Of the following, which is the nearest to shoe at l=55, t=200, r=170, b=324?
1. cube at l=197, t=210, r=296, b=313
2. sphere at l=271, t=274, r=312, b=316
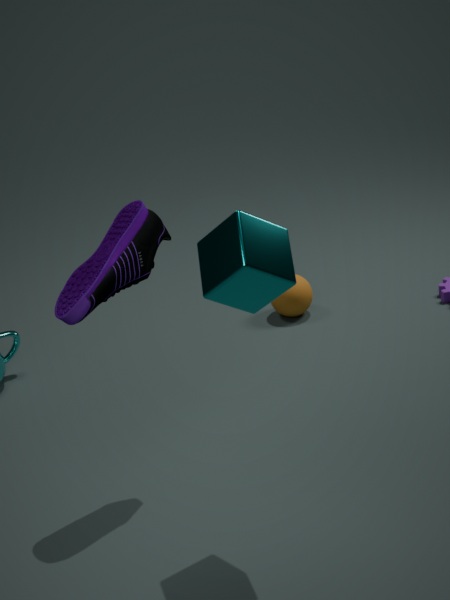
cube at l=197, t=210, r=296, b=313
